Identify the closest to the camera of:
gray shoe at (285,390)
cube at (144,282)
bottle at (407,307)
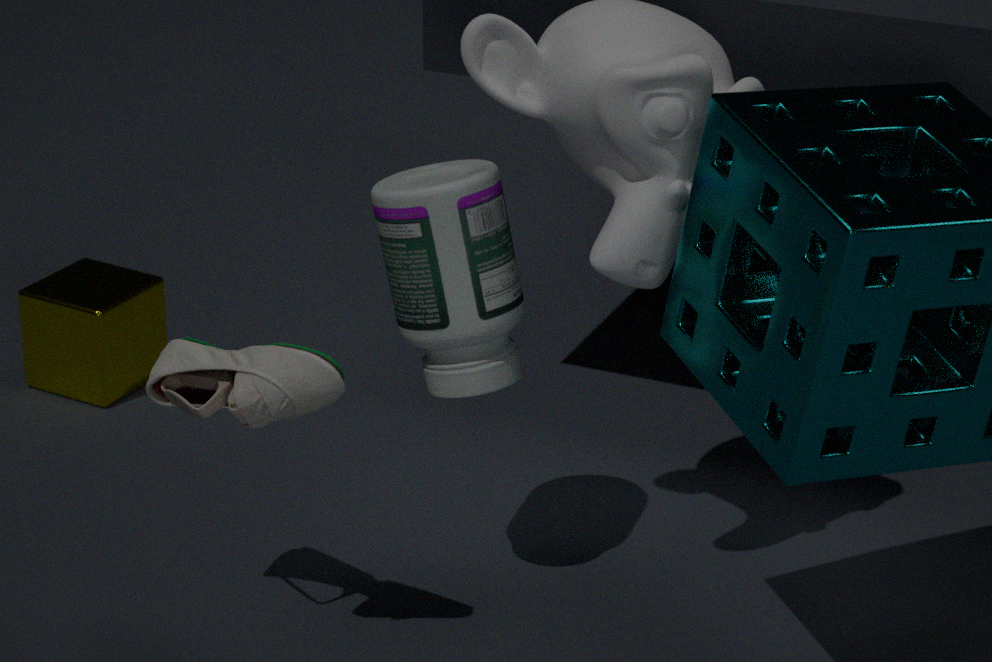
gray shoe at (285,390)
